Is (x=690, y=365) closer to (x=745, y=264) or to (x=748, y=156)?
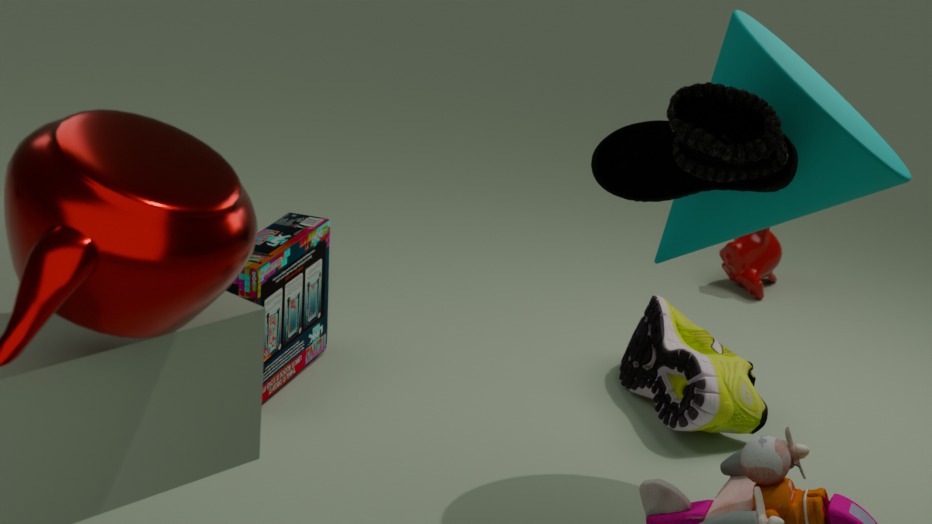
(x=745, y=264)
